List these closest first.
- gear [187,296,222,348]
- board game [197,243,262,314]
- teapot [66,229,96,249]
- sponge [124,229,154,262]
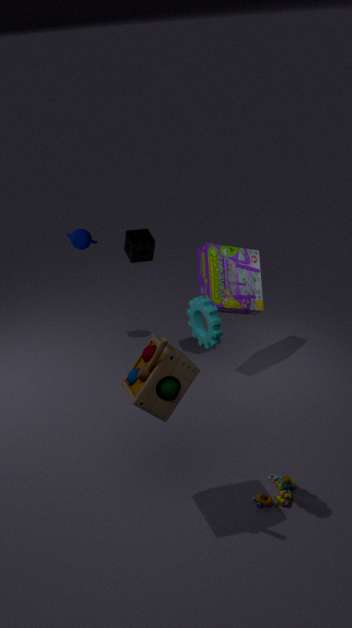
1. gear [187,296,222,348]
2. board game [197,243,262,314]
3. sponge [124,229,154,262]
4. teapot [66,229,96,249]
